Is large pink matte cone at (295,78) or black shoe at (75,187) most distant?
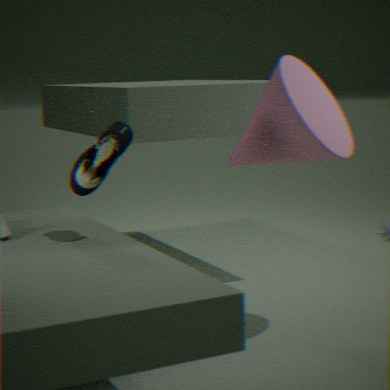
large pink matte cone at (295,78)
